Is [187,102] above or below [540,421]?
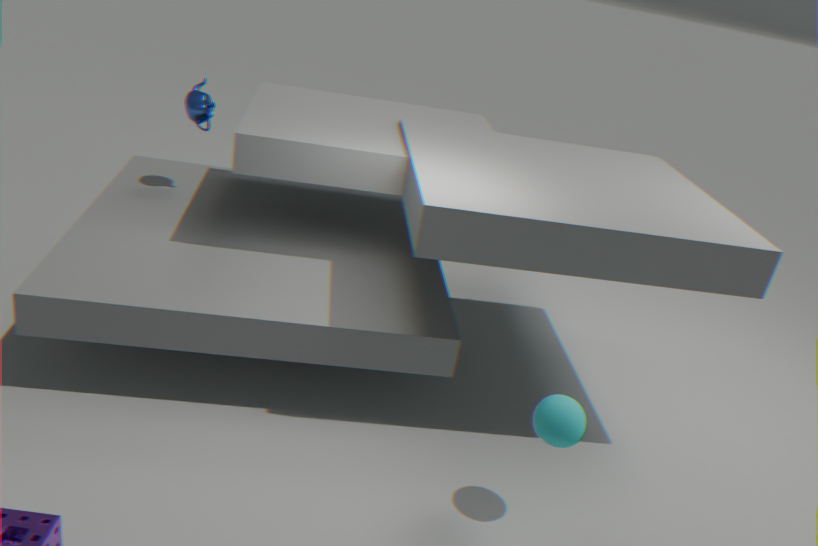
above
